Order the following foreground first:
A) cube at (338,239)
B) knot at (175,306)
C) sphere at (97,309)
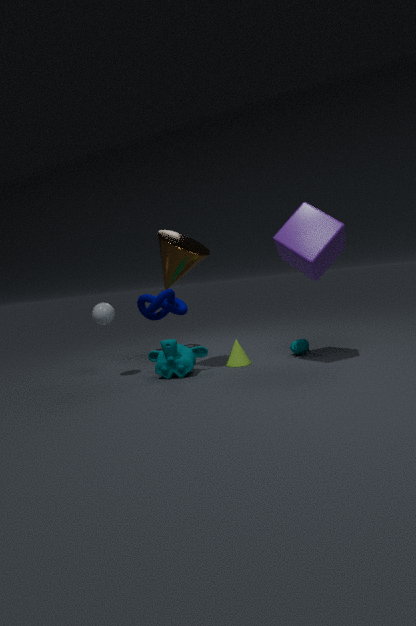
cube at (338,239) < sphere at (97,309) < knot at (175,306)
